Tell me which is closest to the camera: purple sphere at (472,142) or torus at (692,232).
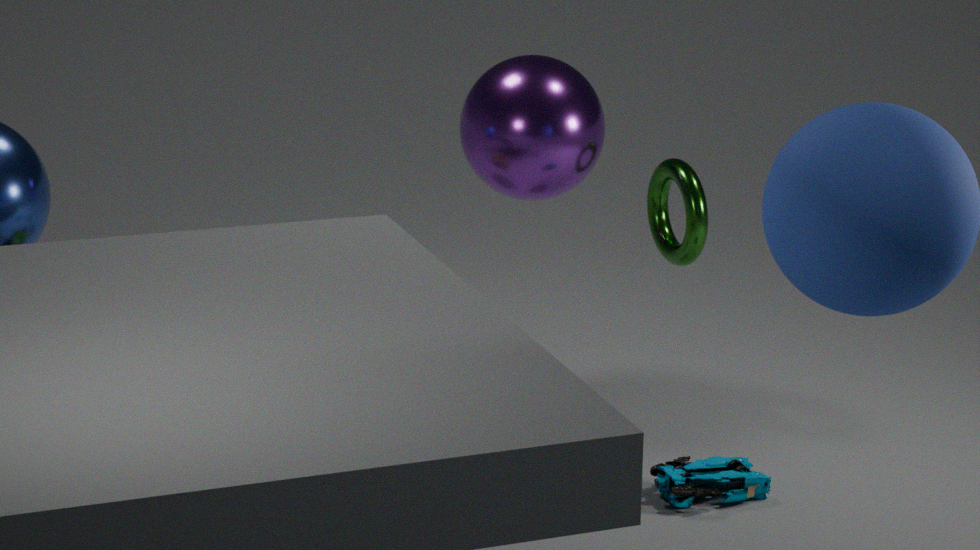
purple sphere at (472,142)
